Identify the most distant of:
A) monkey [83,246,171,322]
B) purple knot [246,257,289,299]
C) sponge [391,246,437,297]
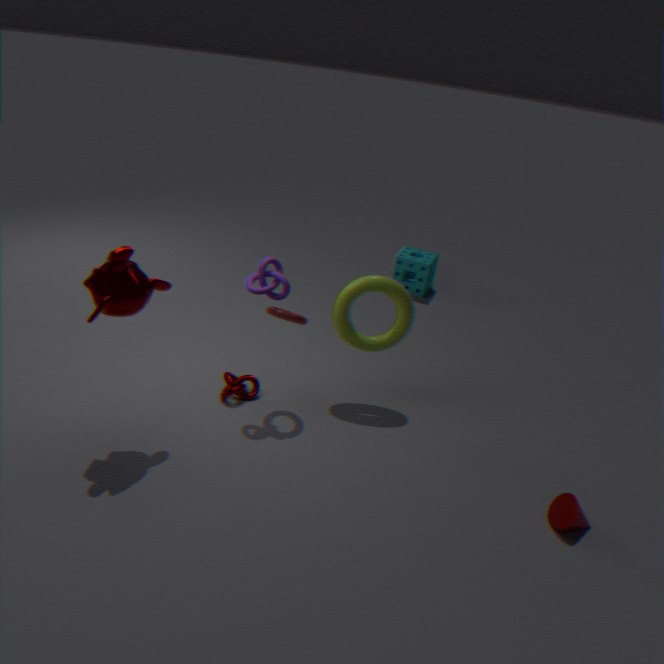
C. sponge [391,246,437,297]
